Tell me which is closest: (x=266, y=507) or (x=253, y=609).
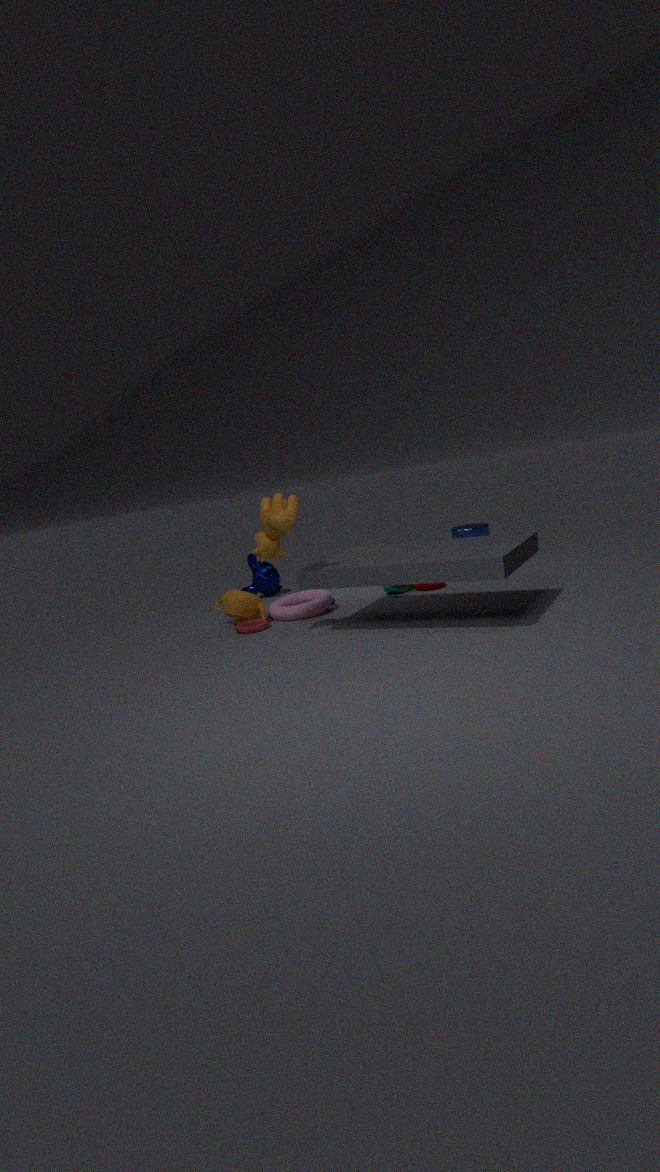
(x=266, y=507)
